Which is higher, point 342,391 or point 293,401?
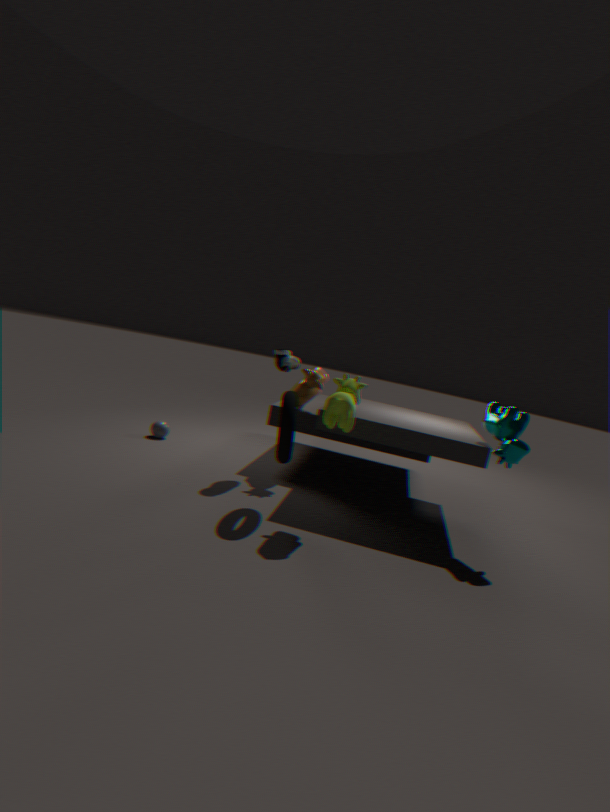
point 342,391
